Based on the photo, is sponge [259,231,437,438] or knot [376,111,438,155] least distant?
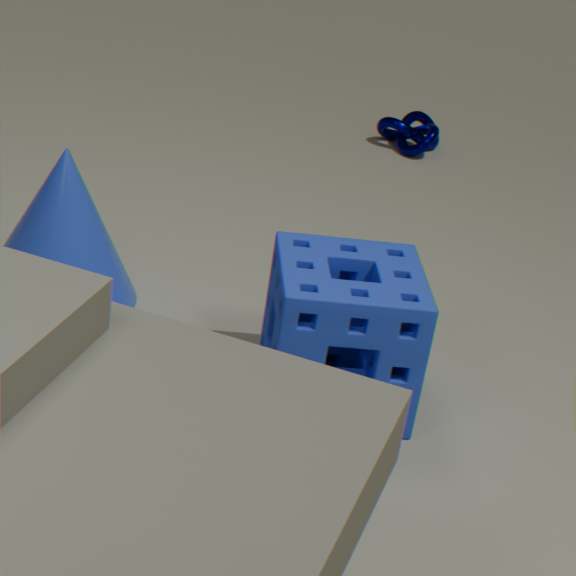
sponge [259,231,437,438]
